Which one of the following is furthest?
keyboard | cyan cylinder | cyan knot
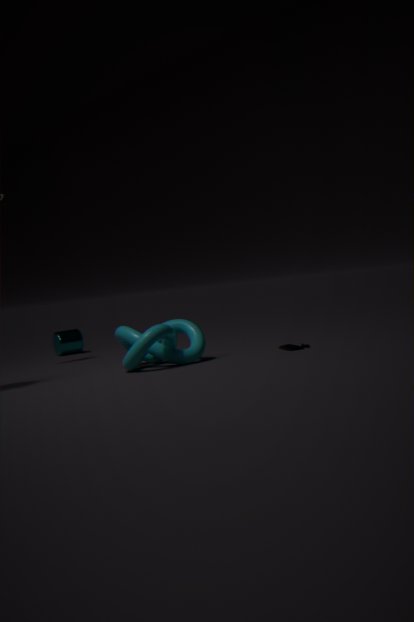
cyan cylinder
